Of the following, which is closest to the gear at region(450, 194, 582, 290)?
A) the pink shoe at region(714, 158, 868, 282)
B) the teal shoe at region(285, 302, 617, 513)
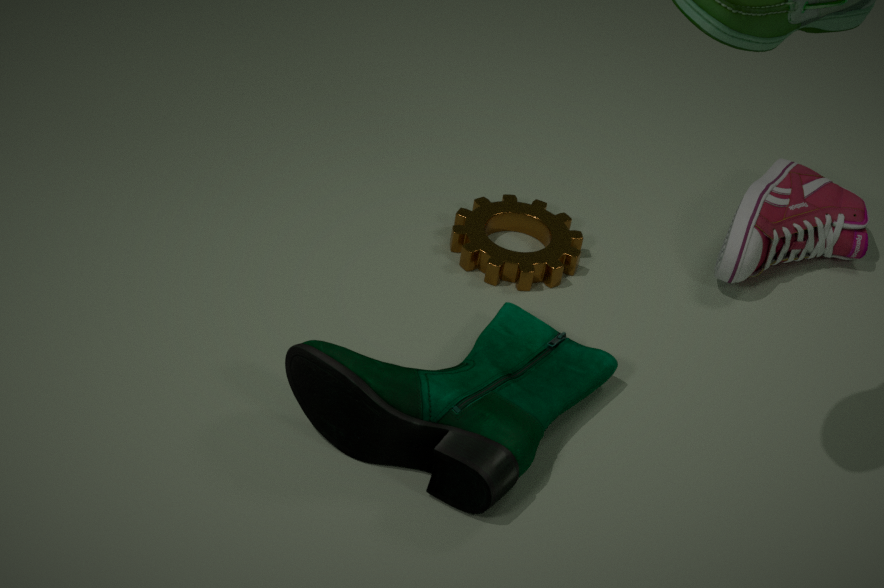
the teal shoe at region(285, 302, 617, 513)
